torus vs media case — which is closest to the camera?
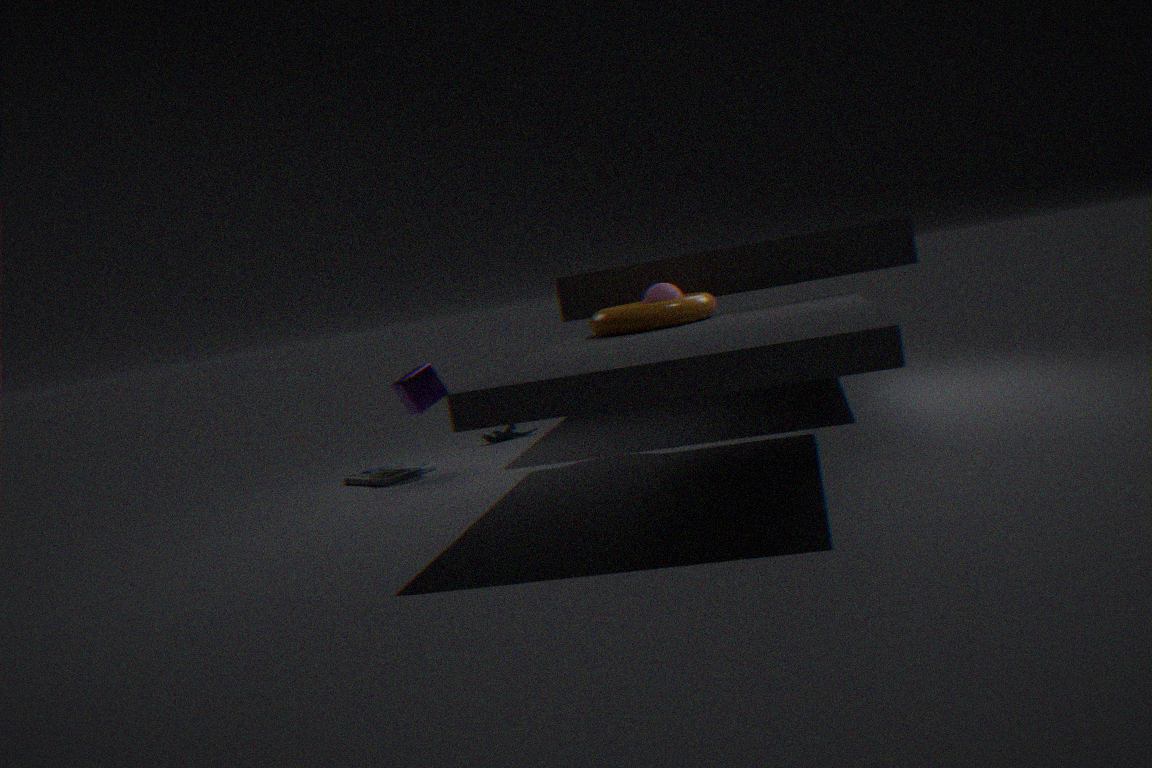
torus
